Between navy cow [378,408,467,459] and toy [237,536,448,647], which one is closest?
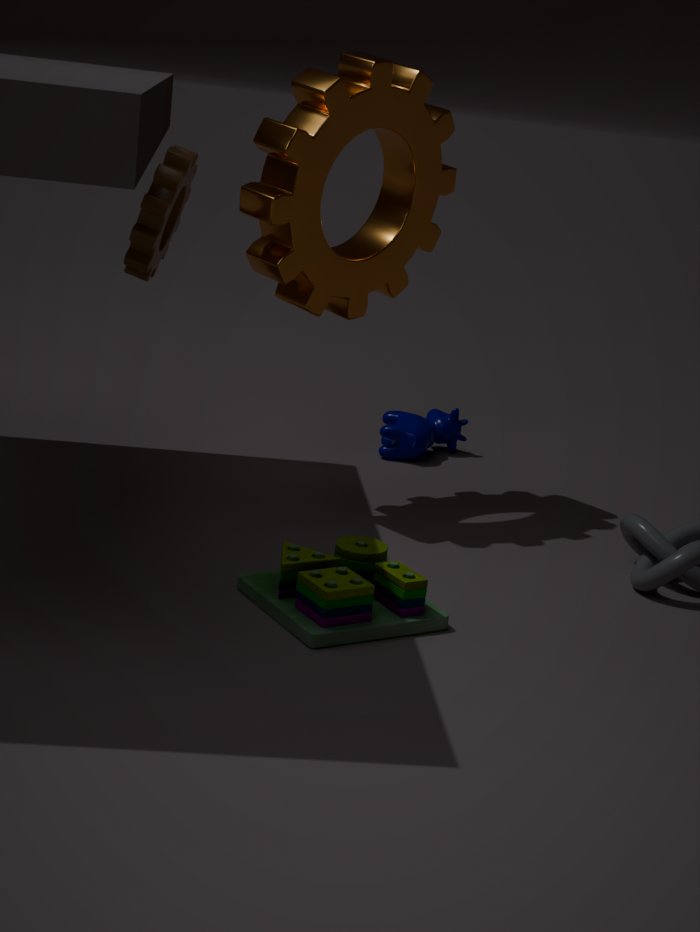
toy [237,536,448,647]
